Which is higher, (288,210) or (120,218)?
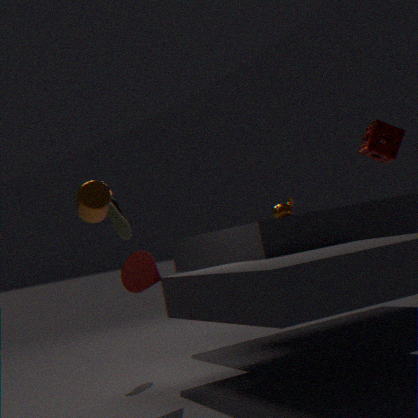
(120,218)
